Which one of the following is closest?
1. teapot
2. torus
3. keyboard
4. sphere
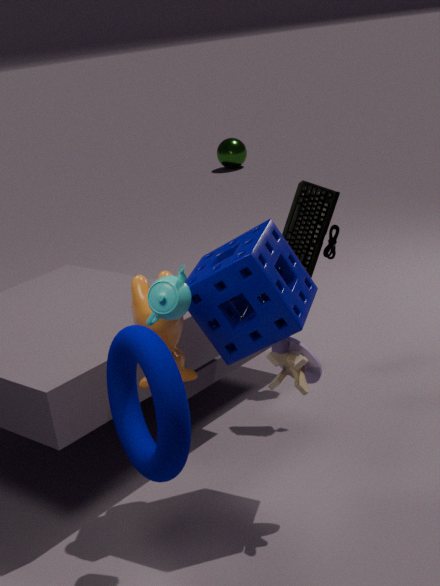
torus
